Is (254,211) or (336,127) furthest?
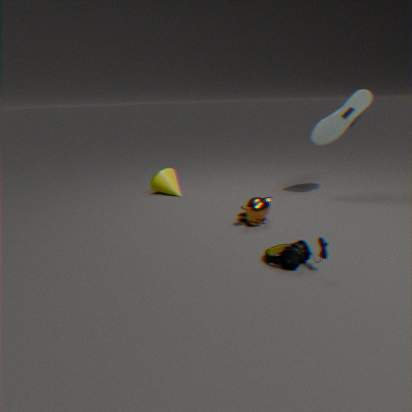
(336,127)
